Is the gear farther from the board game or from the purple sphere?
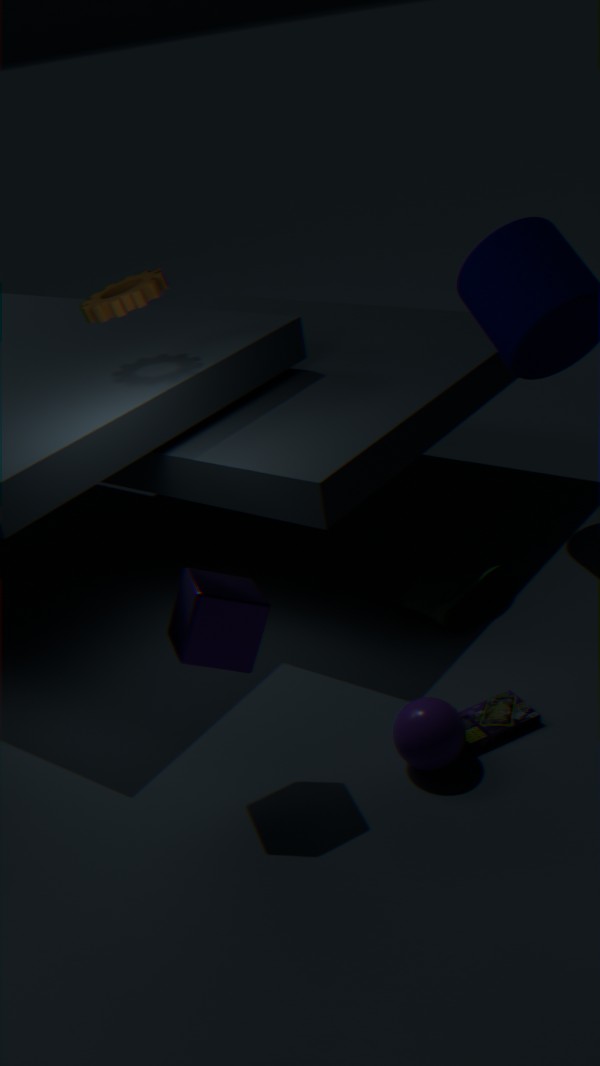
the board game
